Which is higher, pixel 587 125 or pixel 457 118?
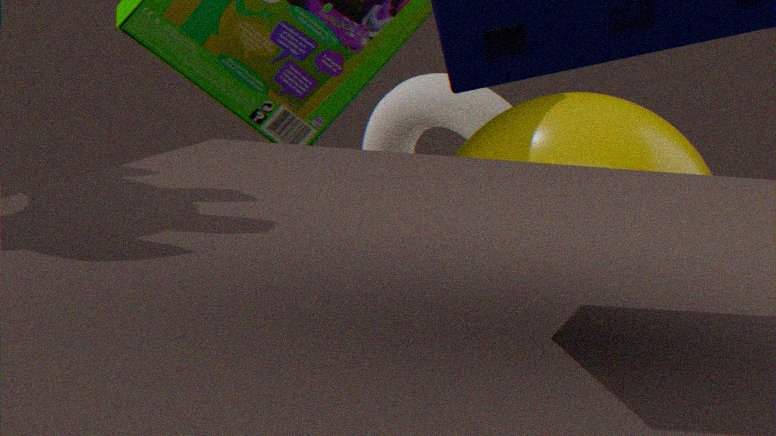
pixel 587 125
